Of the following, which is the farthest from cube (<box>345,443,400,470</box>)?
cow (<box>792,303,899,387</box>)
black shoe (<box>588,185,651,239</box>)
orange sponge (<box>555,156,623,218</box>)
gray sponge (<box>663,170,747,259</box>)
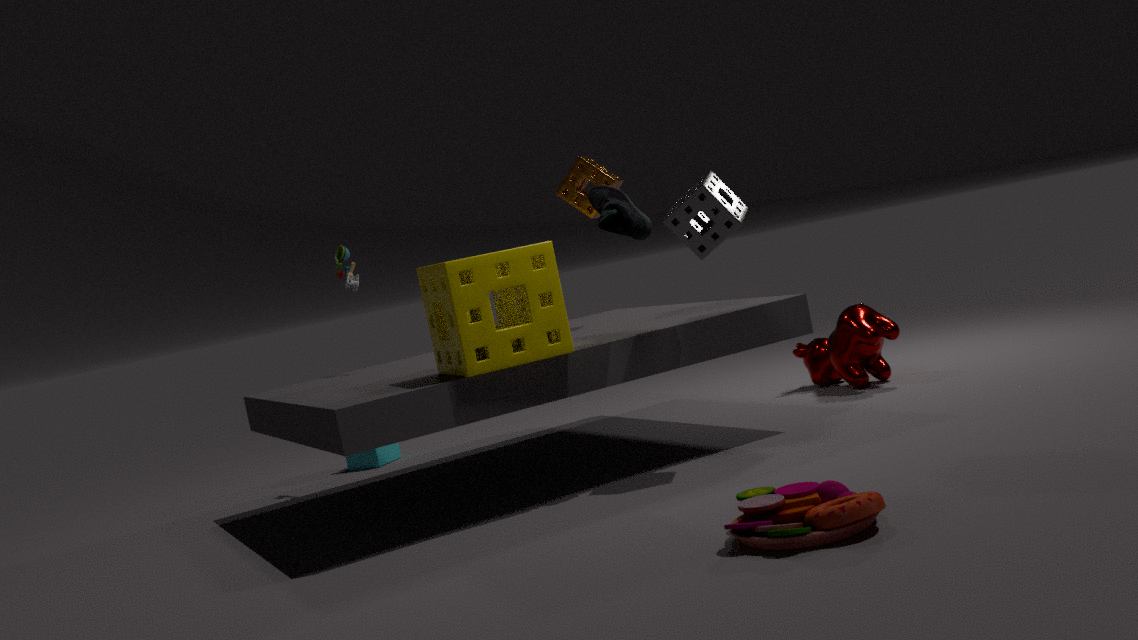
gray sponge (<box>663,170,747,259</box>)
